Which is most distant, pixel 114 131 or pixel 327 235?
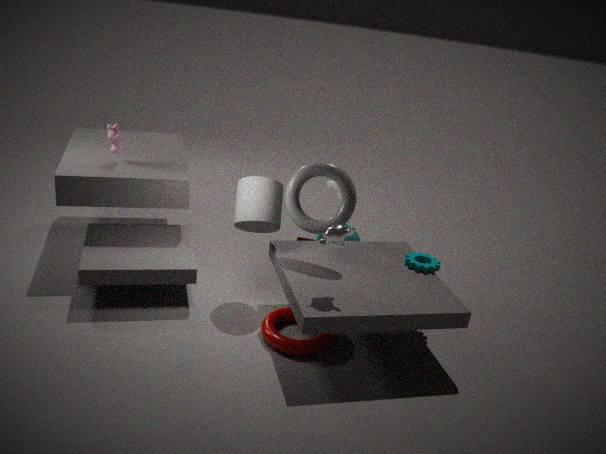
pixel 114 131
